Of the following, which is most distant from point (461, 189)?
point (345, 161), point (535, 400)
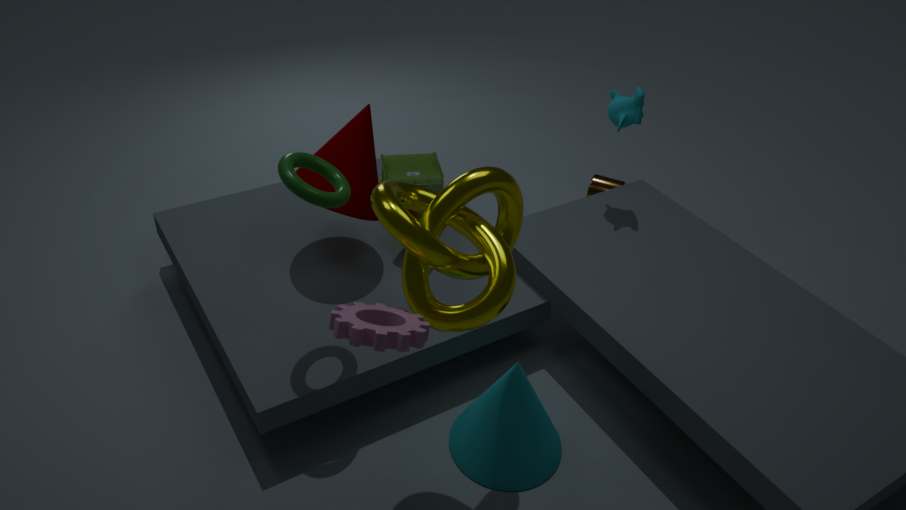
point (345, 161)
